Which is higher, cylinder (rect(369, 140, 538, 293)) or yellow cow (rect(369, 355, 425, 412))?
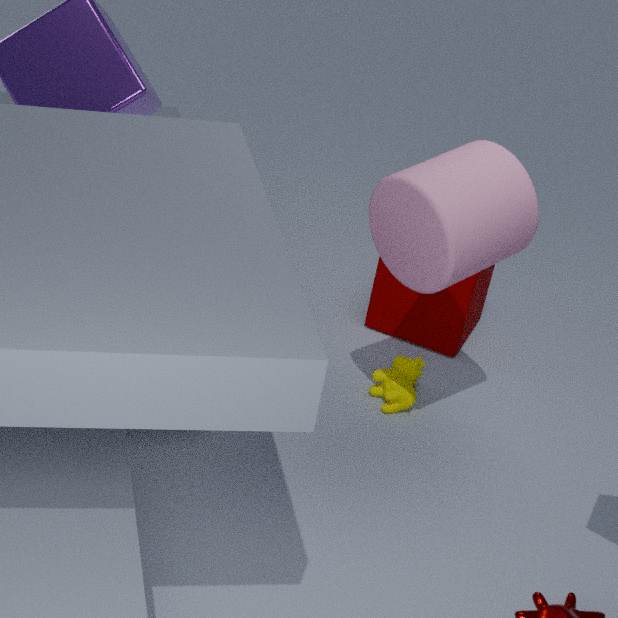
cylinder (rect(369, 140, 538, 293))
